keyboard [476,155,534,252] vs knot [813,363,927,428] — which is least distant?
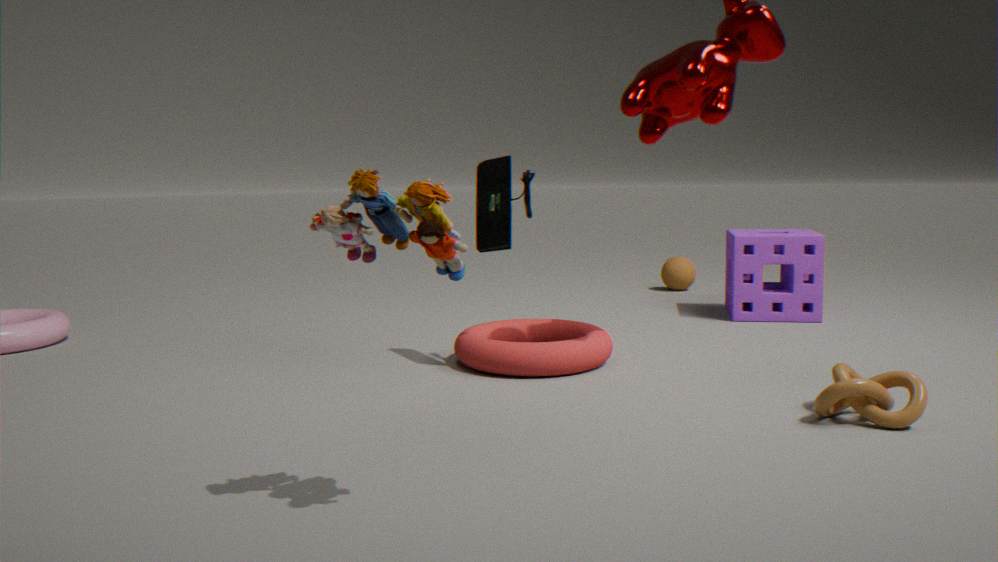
knot [813,363,927,428]
